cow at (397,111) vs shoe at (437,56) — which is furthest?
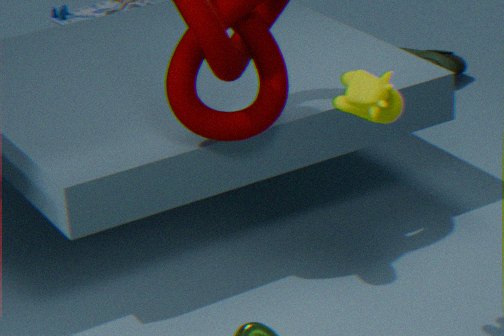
shoe at (437,56)
